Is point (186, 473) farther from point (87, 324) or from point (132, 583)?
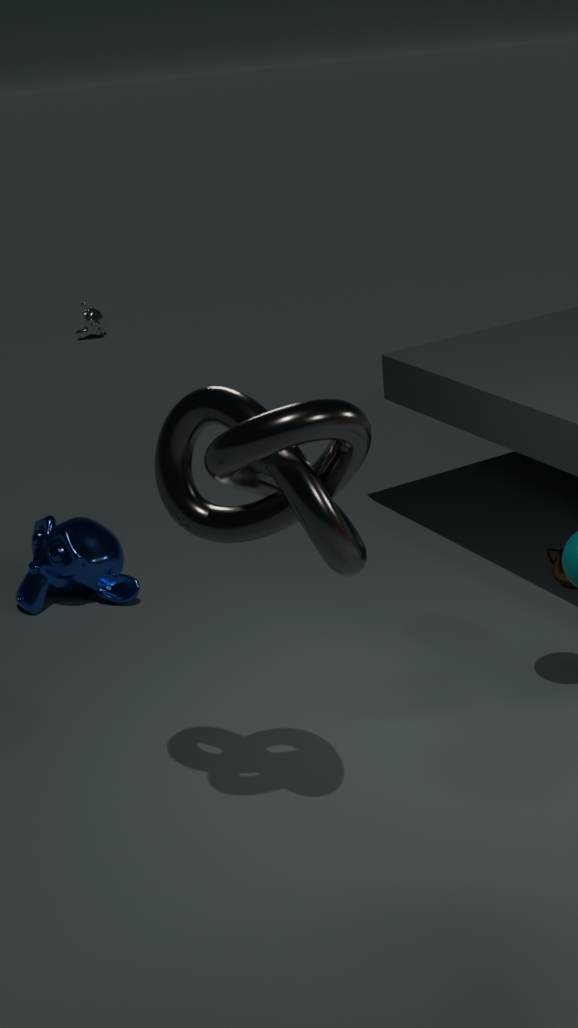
point (87, 324)
